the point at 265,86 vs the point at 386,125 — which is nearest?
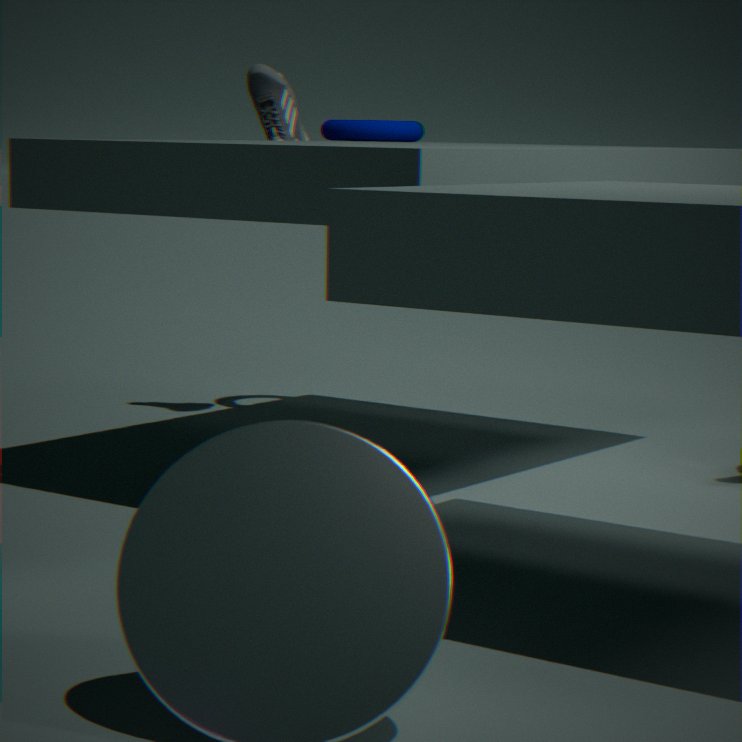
the point at 265,86
